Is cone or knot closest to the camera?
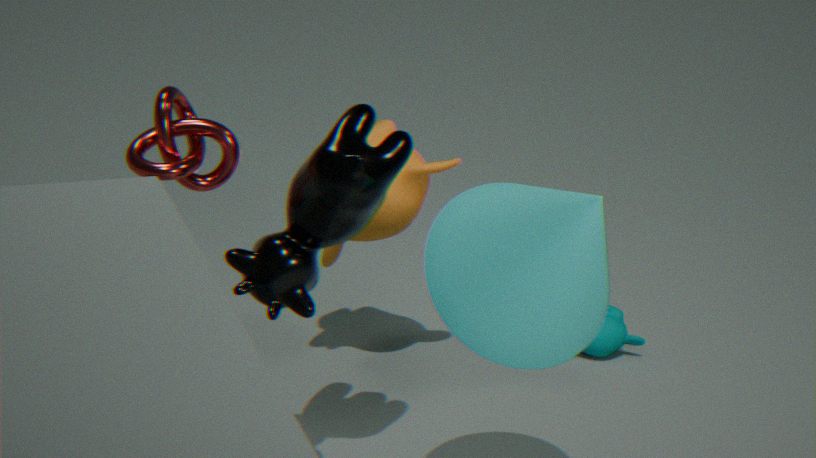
cone
